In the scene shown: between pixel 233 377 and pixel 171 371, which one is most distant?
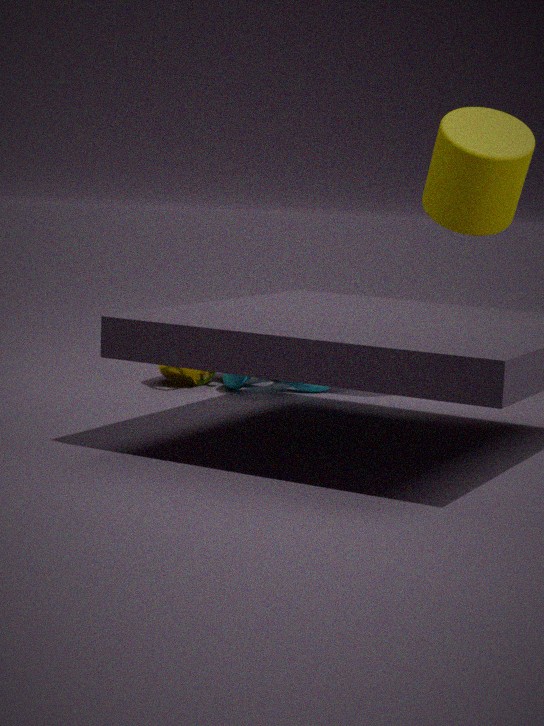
pixel 171 371
